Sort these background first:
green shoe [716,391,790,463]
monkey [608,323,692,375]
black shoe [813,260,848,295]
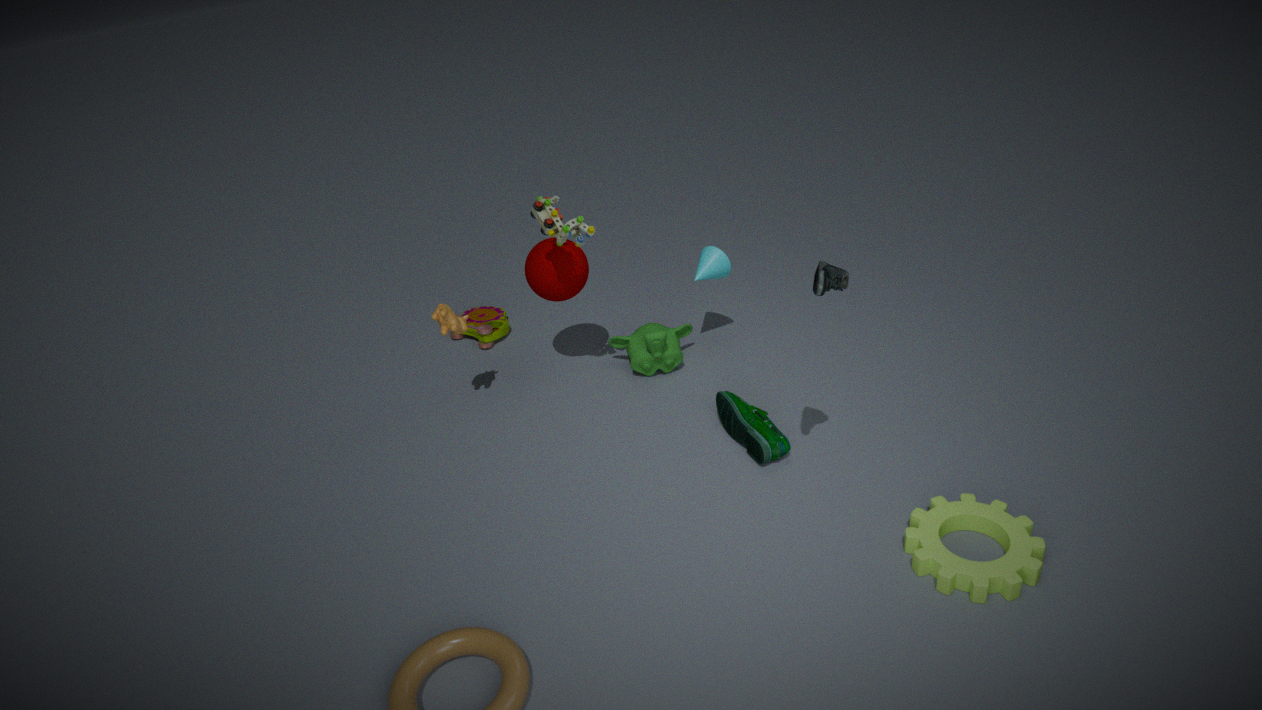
monkey [608,323,692,375] < green shoe [716,391,790,463] < black shoe [813,260,848,295]
